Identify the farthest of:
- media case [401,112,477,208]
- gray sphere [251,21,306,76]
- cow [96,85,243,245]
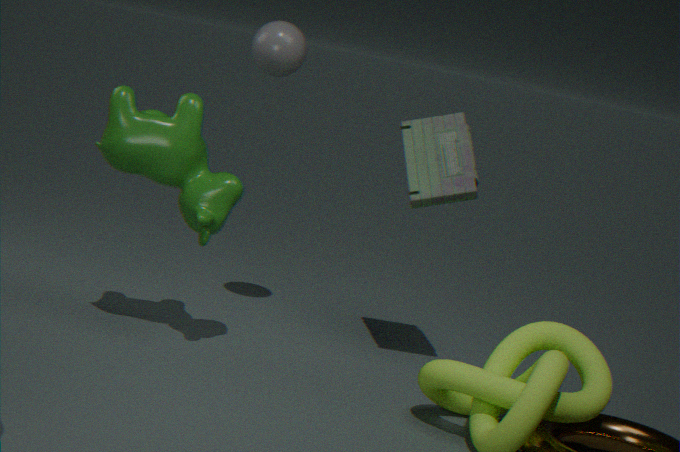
gray sphere [251,21,306,76]
